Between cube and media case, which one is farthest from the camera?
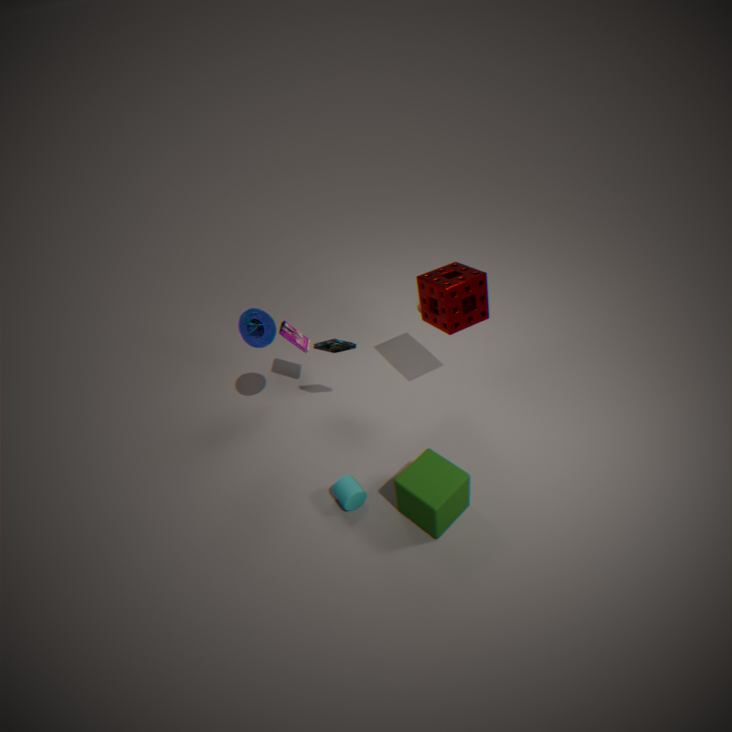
media case
